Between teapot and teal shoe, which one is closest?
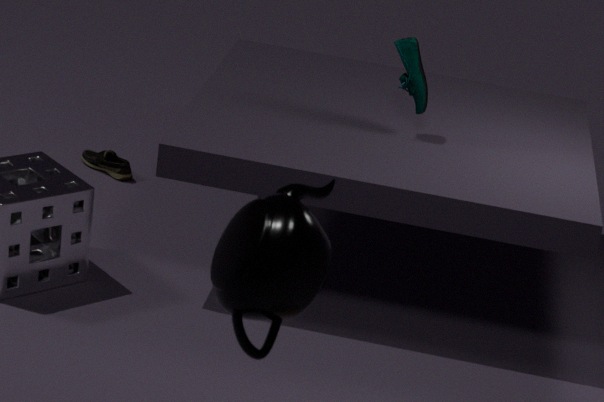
teapot
